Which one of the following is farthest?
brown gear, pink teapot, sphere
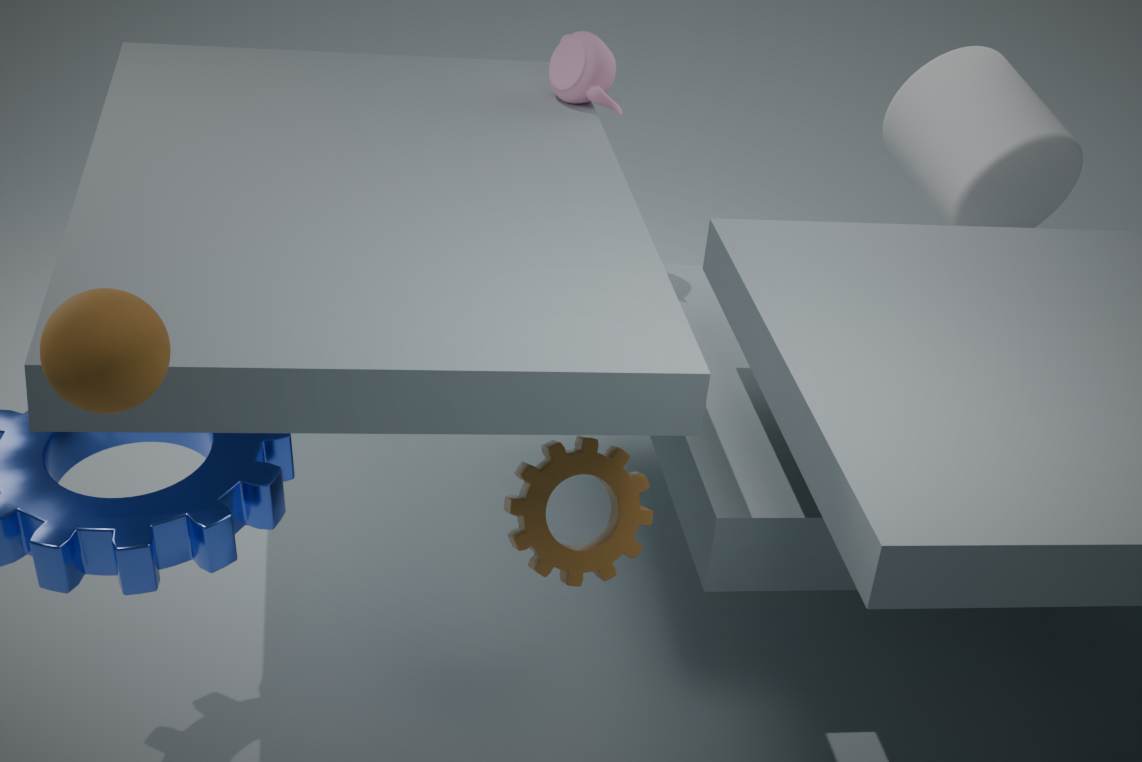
pink teapot
